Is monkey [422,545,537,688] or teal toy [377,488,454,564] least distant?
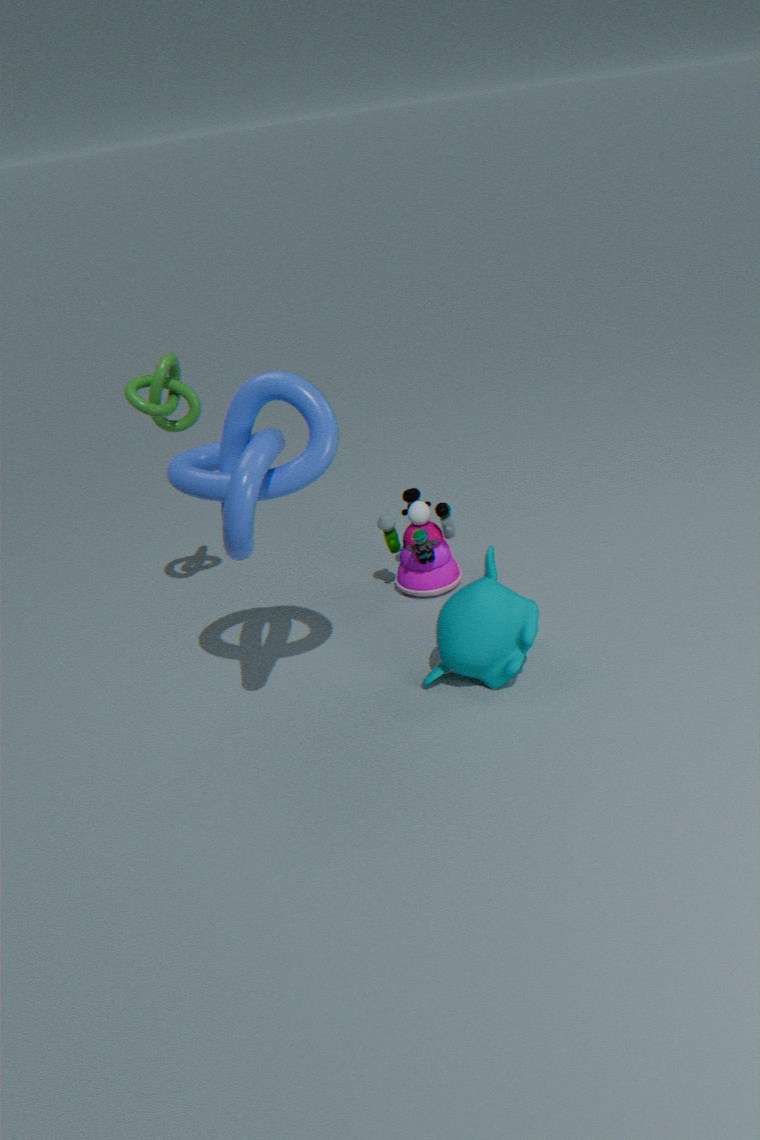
monkey [422,545,537,688]
